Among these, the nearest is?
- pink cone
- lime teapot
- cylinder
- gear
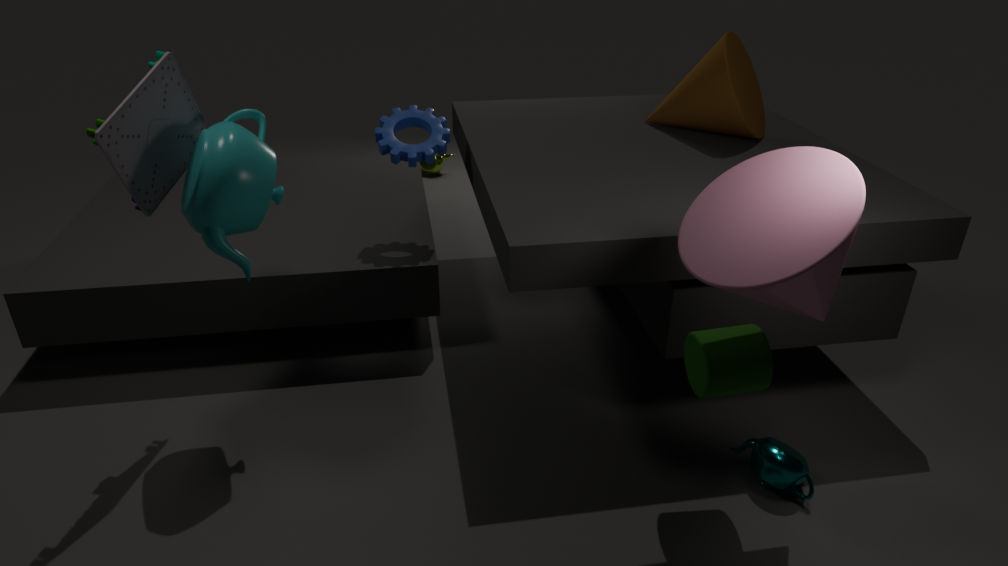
pink cone
